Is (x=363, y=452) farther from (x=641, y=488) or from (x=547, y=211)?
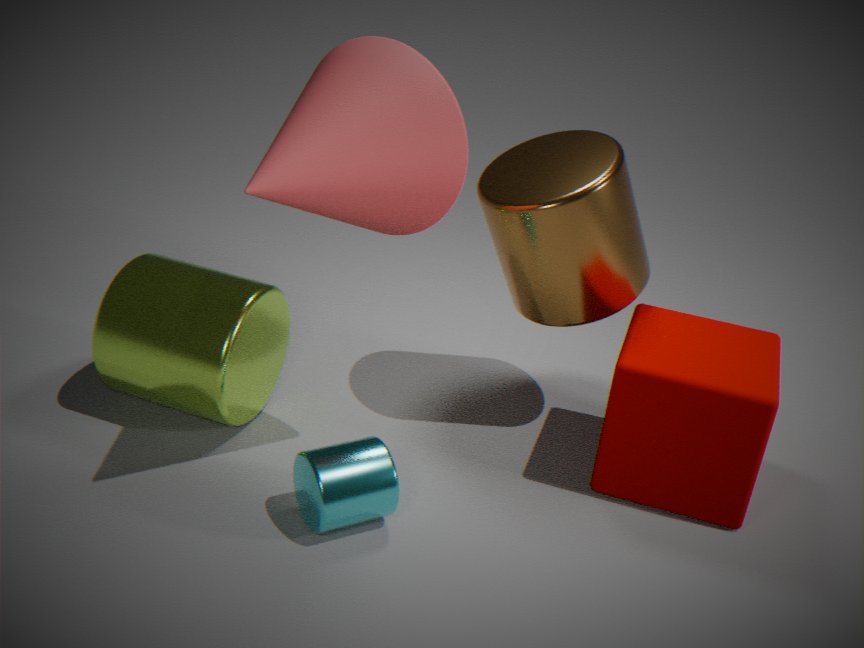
(x=641, y=488)
